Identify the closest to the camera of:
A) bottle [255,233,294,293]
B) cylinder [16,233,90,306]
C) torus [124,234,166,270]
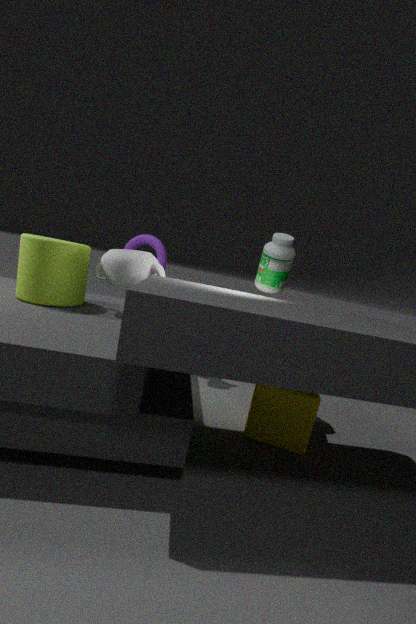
cylinder [16,233,90,306]
